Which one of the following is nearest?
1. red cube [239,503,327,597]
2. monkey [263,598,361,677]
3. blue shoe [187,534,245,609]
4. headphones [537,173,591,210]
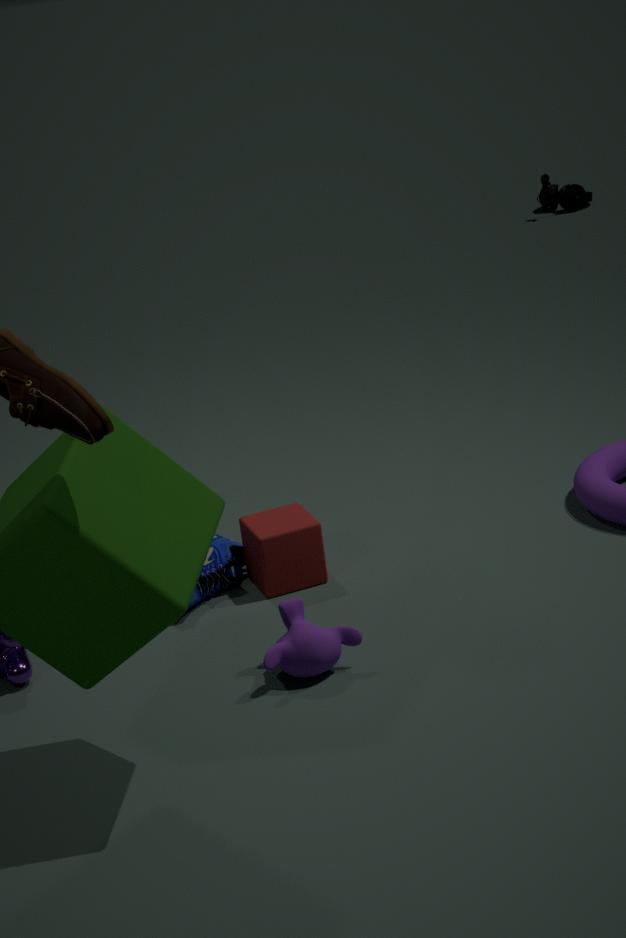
monkey [263,598,361,677]
